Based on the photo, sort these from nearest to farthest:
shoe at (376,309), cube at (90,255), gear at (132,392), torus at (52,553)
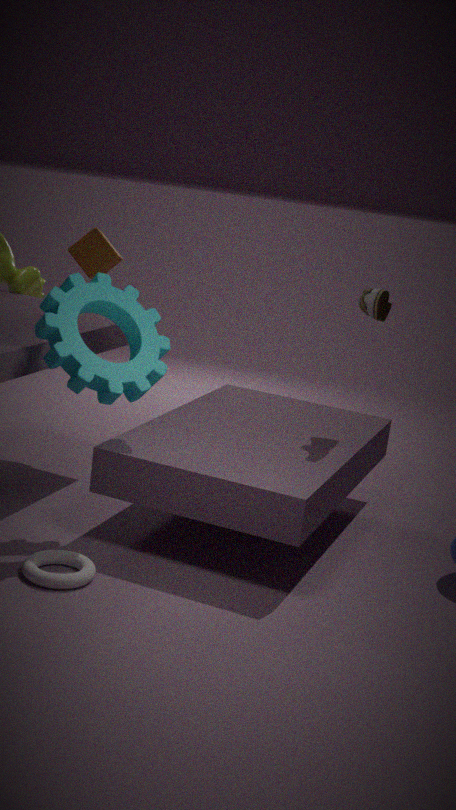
1. torus at (52,553)
2. gear at (132,392)
3. shoe at (376,309)
4. cube at (90,255)
